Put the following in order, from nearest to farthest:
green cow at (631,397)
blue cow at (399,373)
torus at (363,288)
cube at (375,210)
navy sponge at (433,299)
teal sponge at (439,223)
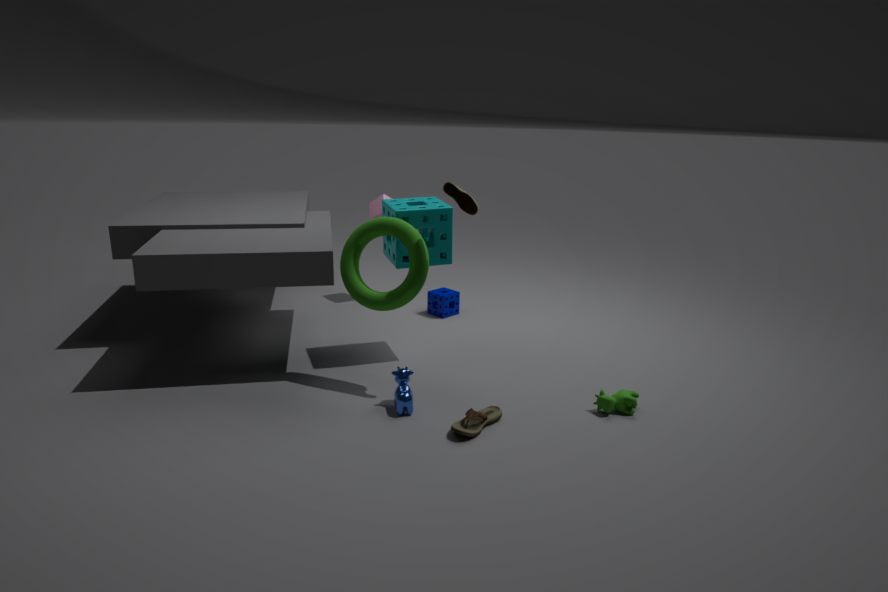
blue cow at (399,373) < green cow at (631,397) < torus at (363,288) < teal sponge at (439,223) < navy sponge at (433,299) < cube at (375,210)
